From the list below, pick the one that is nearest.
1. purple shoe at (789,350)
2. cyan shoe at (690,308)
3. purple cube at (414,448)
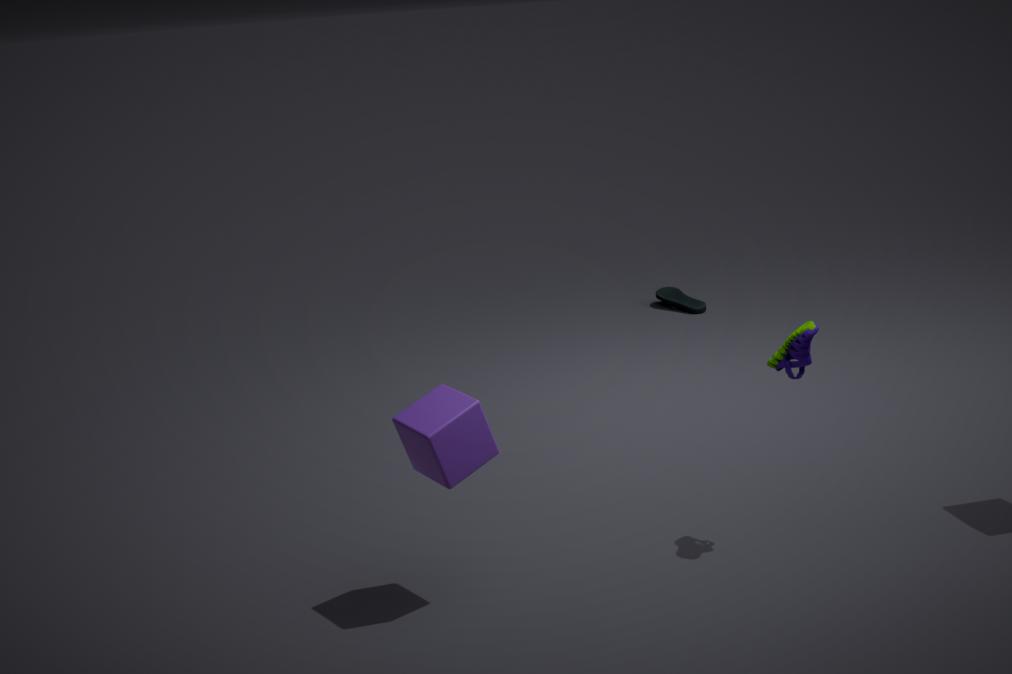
purple cube at (414,448)
